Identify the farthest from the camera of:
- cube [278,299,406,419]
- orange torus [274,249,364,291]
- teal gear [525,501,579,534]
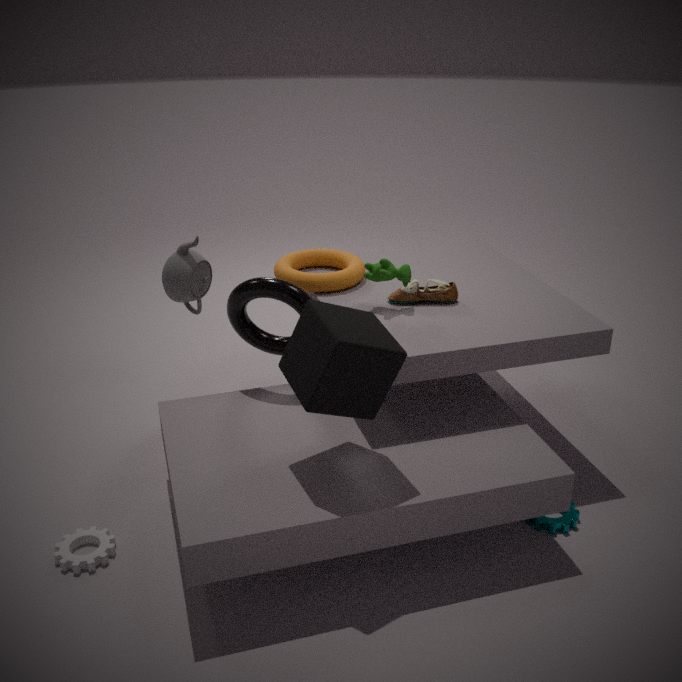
orange torus [274,249,364,291]
